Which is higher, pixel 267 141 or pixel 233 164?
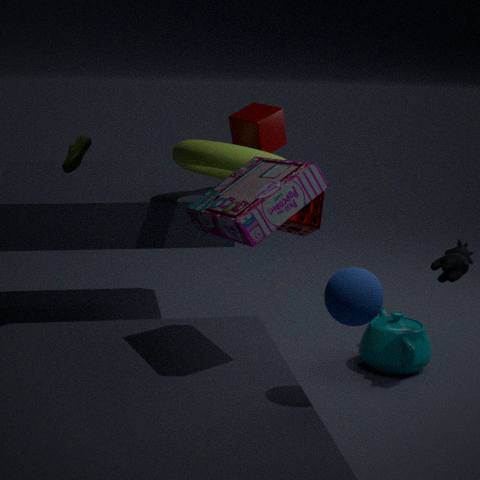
pixel 267 141
